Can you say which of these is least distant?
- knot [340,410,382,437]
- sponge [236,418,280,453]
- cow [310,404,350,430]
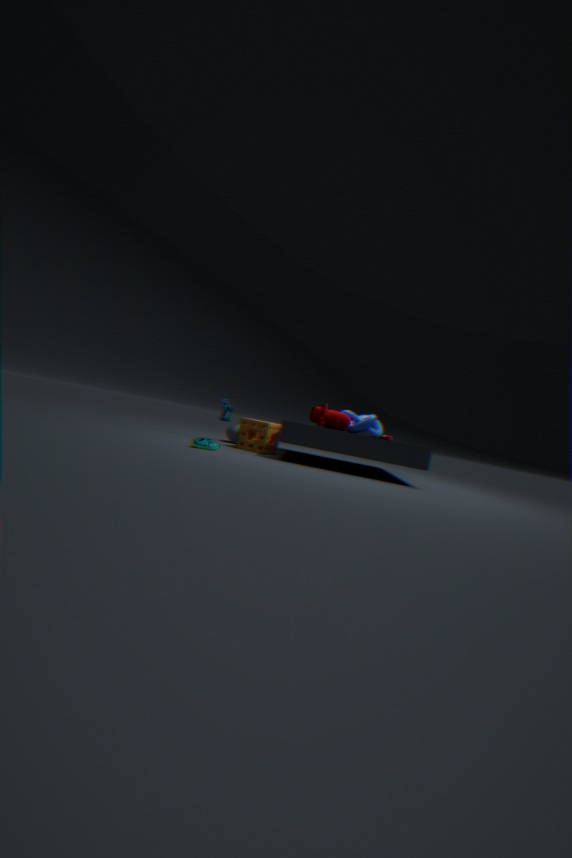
cow [310,404,350,430]
